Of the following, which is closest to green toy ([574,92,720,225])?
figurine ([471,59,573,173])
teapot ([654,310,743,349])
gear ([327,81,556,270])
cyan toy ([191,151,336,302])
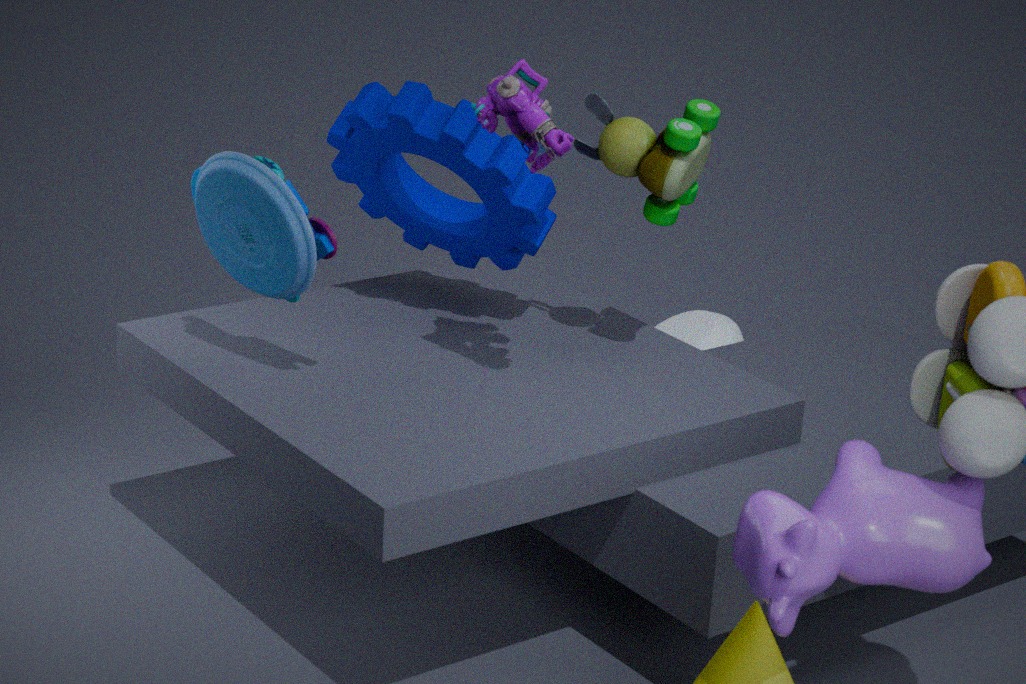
gear ([327,81,556,270])
